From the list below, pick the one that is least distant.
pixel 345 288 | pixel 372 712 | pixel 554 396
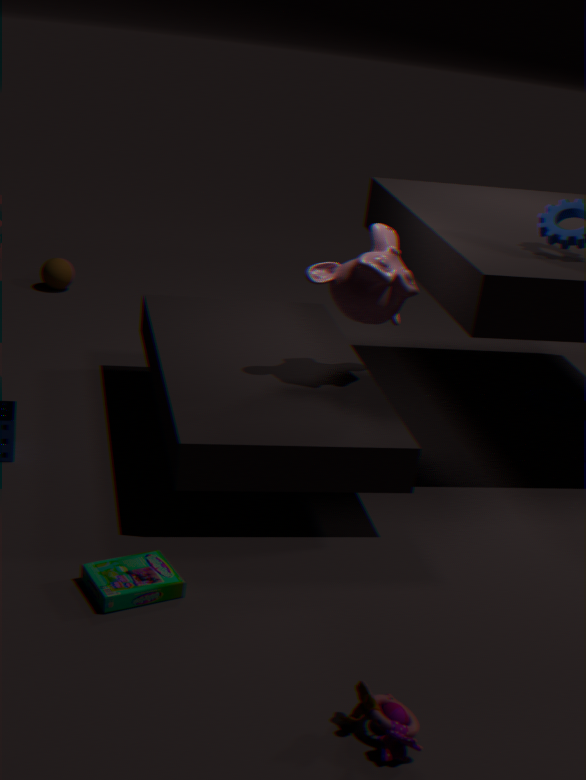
pixel 372 712
